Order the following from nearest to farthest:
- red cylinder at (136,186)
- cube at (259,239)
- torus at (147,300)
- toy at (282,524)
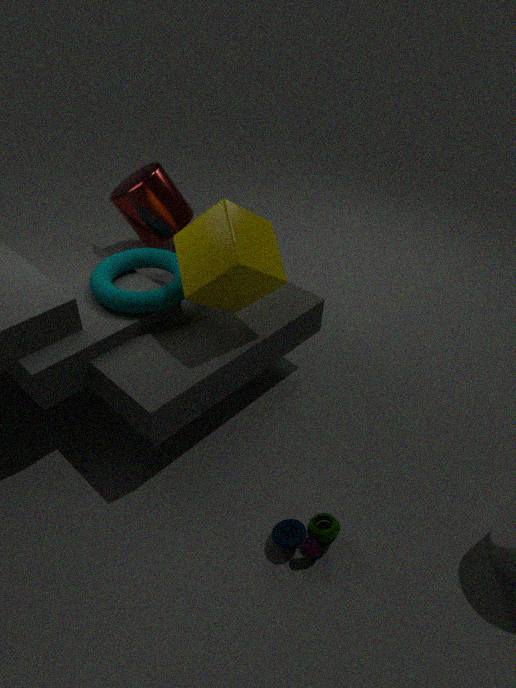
toy at (282,524), cube at (259,239), torus at (147,300), red cylinder at (136,186)
